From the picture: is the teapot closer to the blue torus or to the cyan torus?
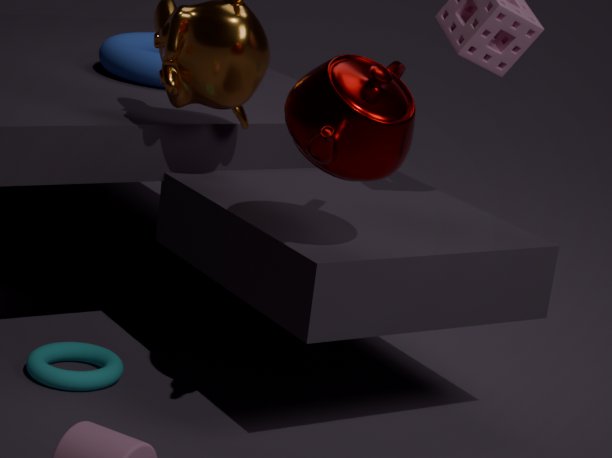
the cyan torus
